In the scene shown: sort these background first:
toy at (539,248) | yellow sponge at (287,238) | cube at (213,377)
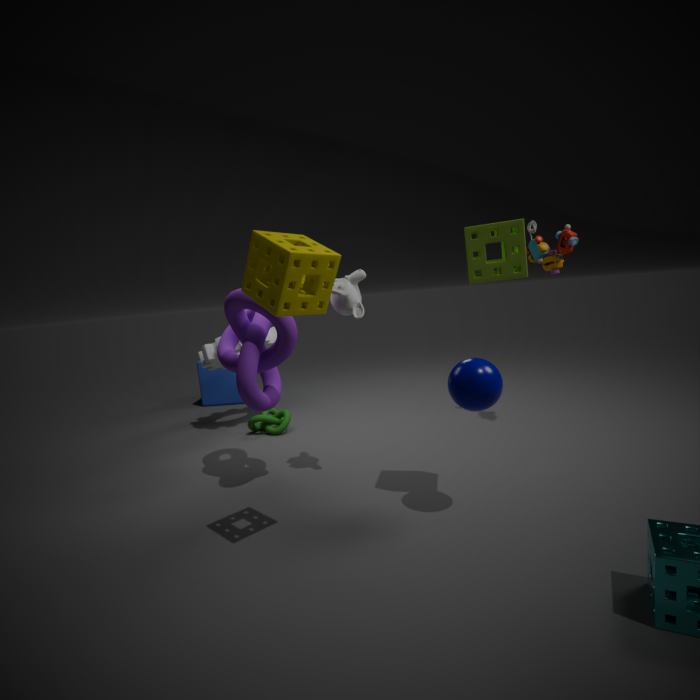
cube at (213,377), toy at (539,248), yellow sponge at (287,238)
